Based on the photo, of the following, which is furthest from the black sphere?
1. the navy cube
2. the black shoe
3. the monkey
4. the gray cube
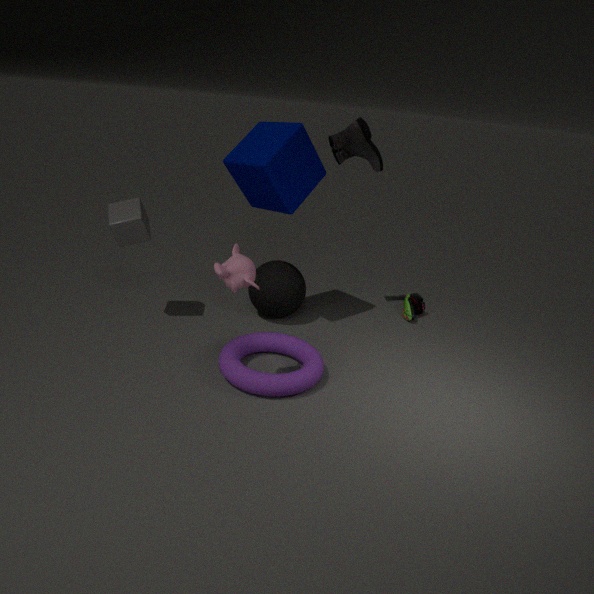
the monkey
